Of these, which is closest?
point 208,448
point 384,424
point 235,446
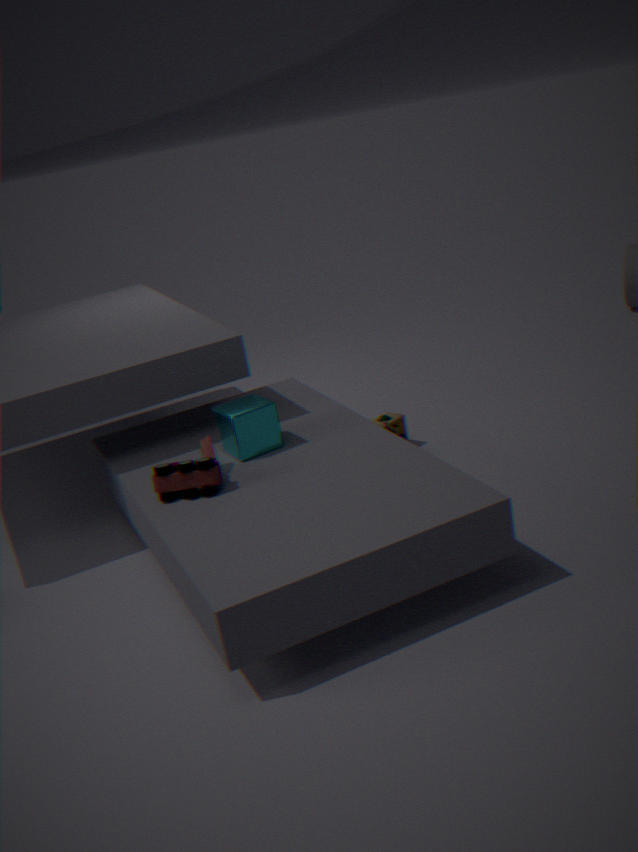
point 208,448
